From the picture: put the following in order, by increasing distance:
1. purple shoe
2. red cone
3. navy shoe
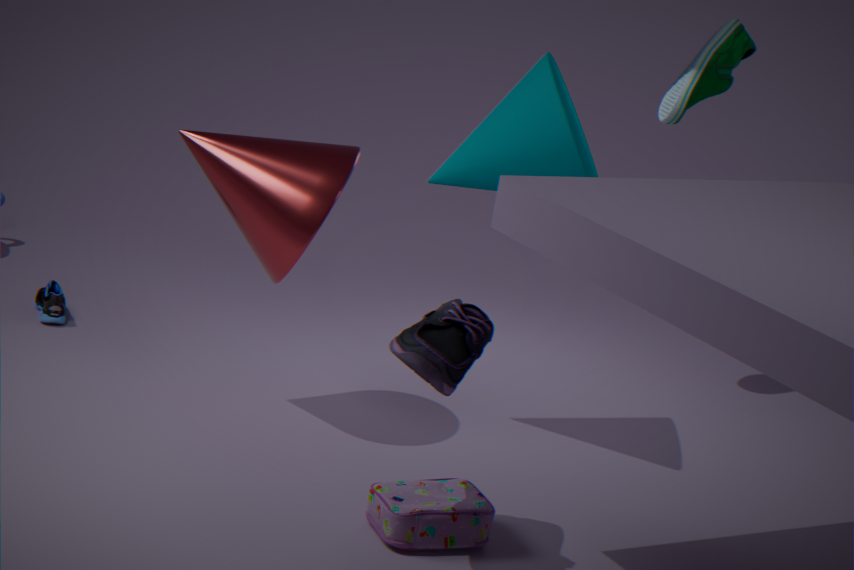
purple shoe < red cone < navy shoe
